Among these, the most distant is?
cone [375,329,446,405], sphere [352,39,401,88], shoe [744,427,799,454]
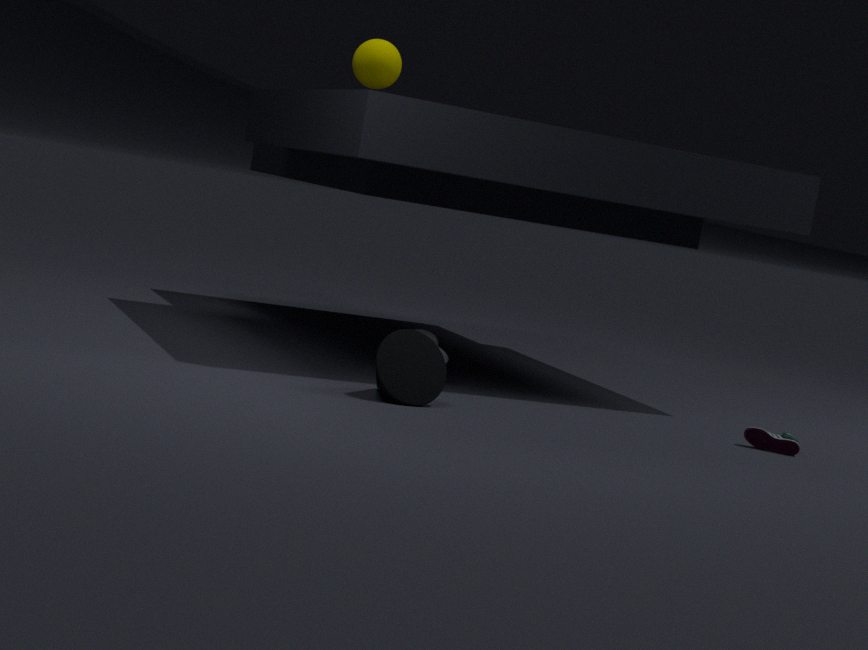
sphere [352,39,401,88]
